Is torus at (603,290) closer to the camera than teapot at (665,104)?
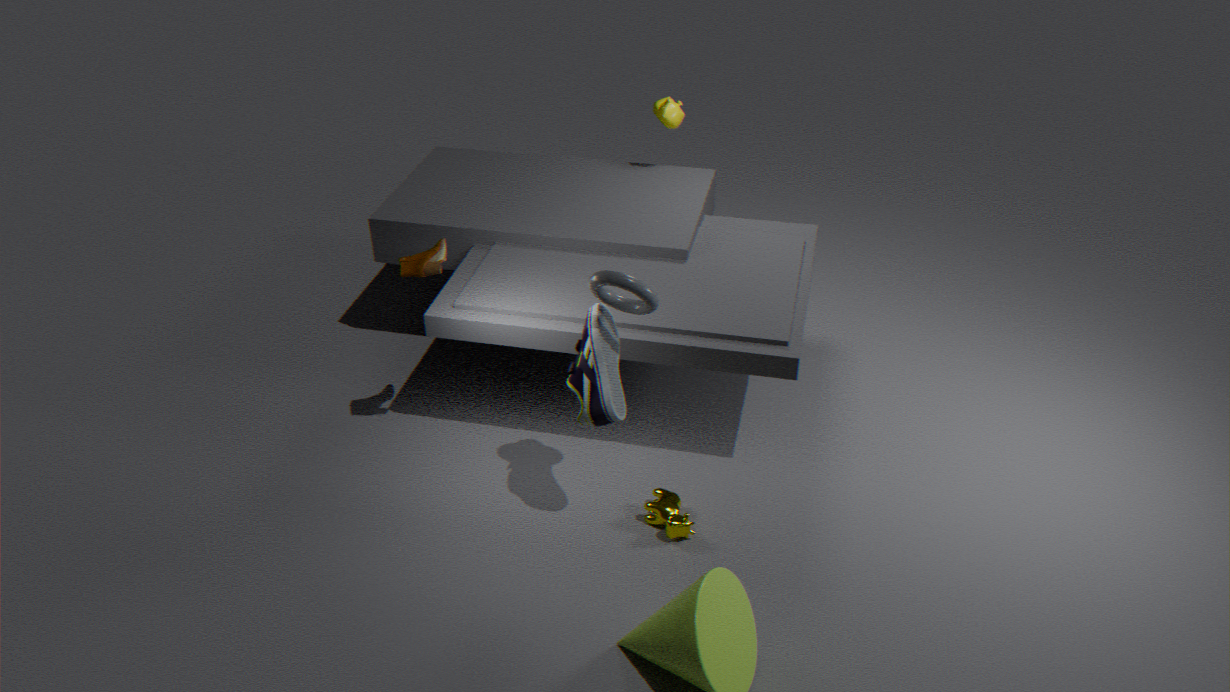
Yes
